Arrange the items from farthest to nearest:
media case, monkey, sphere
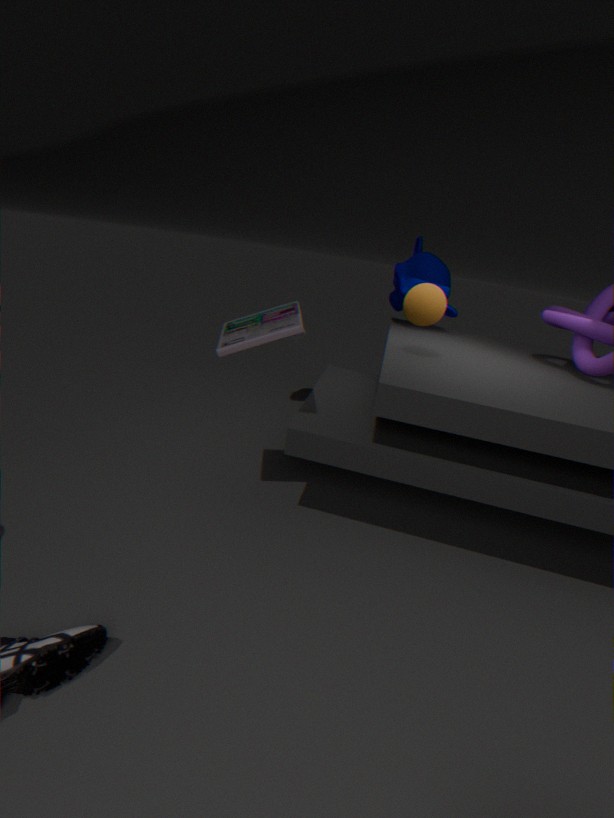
monkey < sphere < media case
